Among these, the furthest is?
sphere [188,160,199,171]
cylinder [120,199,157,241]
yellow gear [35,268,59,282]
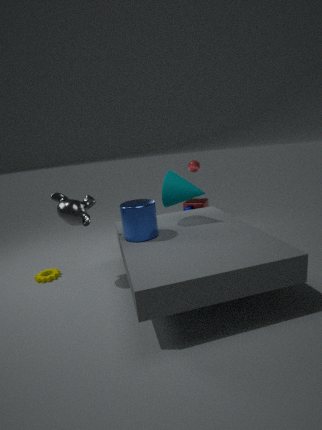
sphere [188,160,199,171]
